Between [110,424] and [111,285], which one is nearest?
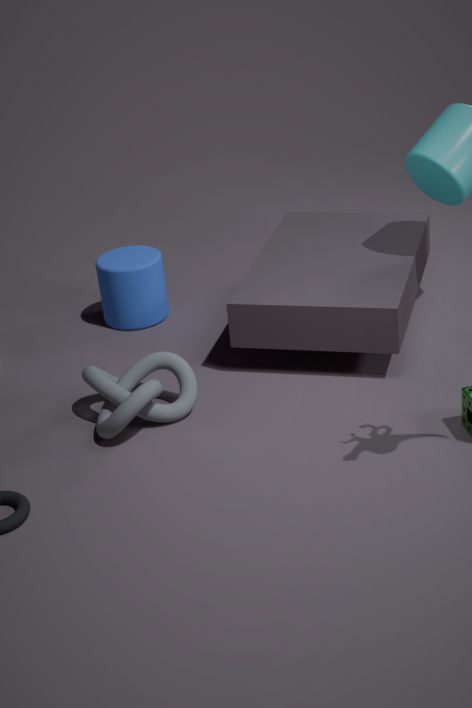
[110,424]
